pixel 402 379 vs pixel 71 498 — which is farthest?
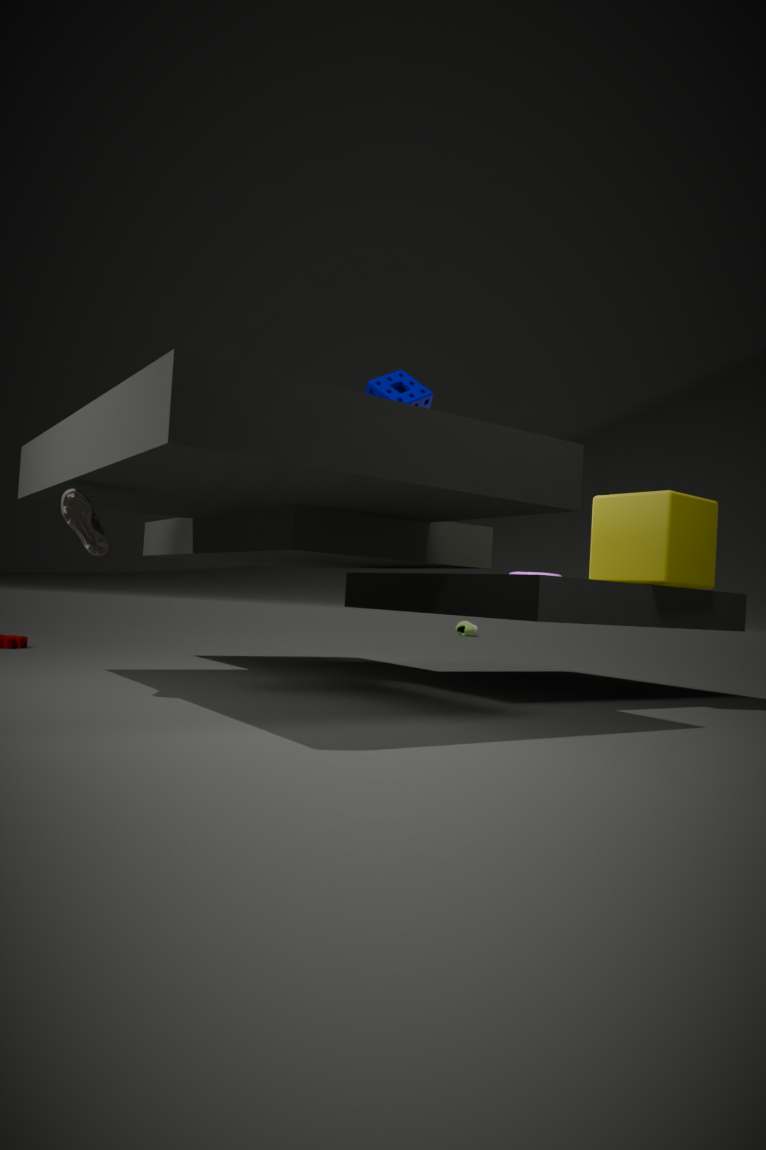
pixel 402 379
